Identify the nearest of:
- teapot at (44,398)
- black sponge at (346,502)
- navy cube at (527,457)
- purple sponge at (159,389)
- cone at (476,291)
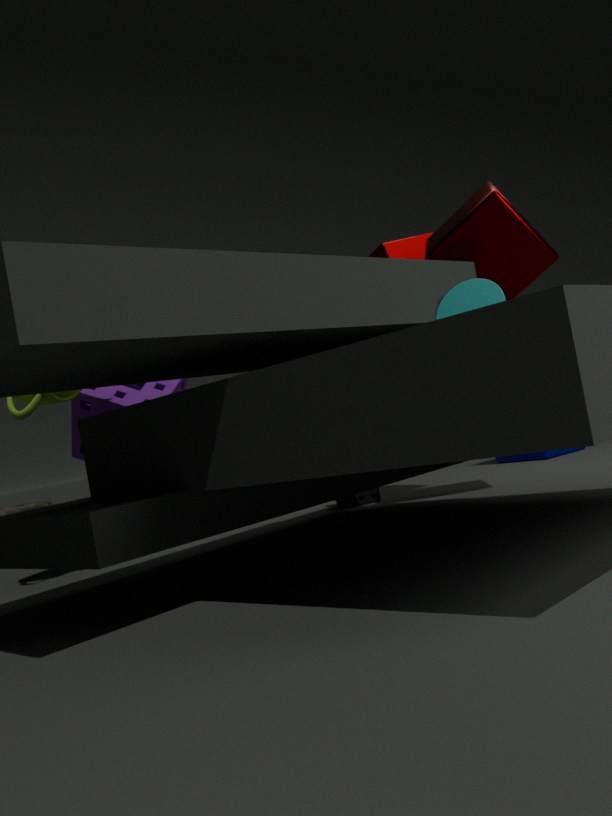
cone at (476,291)
